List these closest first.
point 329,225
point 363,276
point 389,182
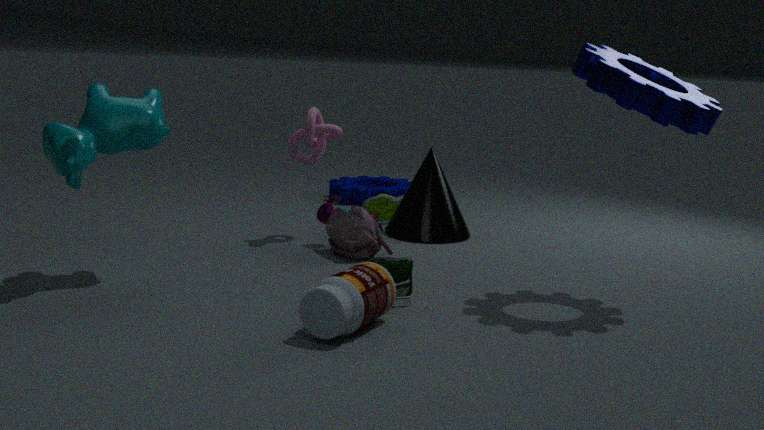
point 363,276 < point 329,225 < point 389,182
